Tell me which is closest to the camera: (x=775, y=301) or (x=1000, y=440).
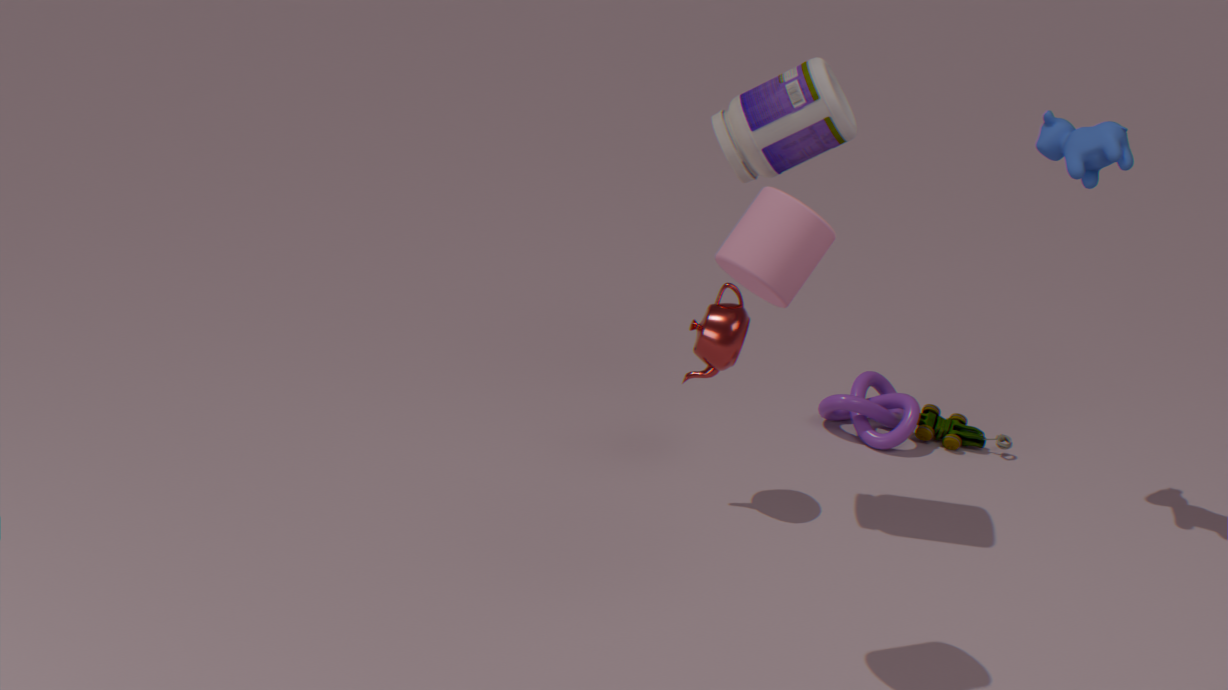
(x=775, y=301)
